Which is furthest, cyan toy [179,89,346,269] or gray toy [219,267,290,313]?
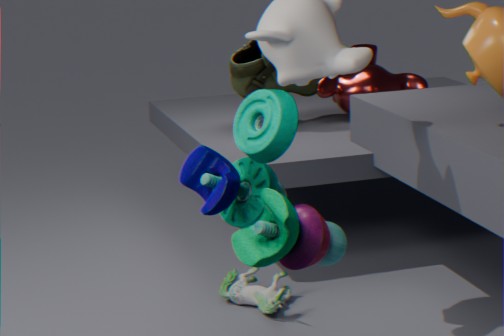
gray toy [219,267,290,313]
